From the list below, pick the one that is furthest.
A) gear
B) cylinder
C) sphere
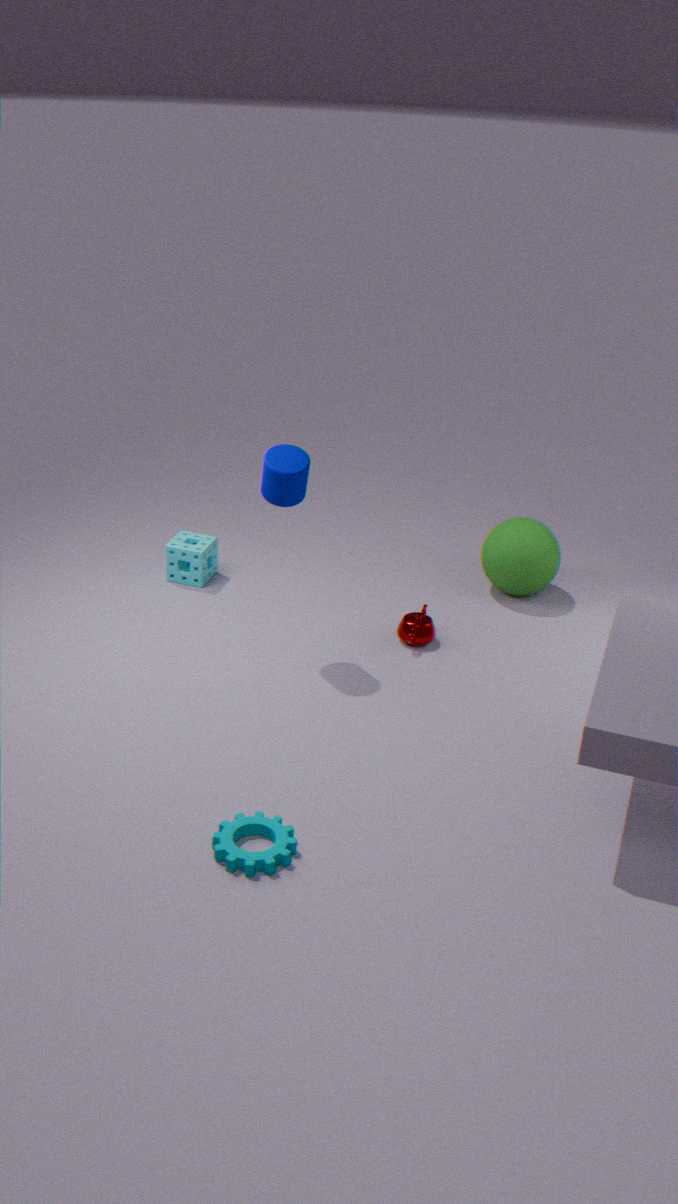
sphere
